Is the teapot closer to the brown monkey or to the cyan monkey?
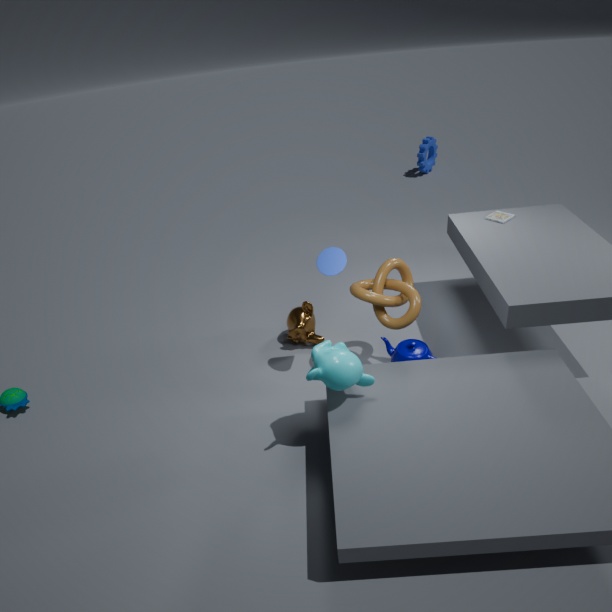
the brown monkey
